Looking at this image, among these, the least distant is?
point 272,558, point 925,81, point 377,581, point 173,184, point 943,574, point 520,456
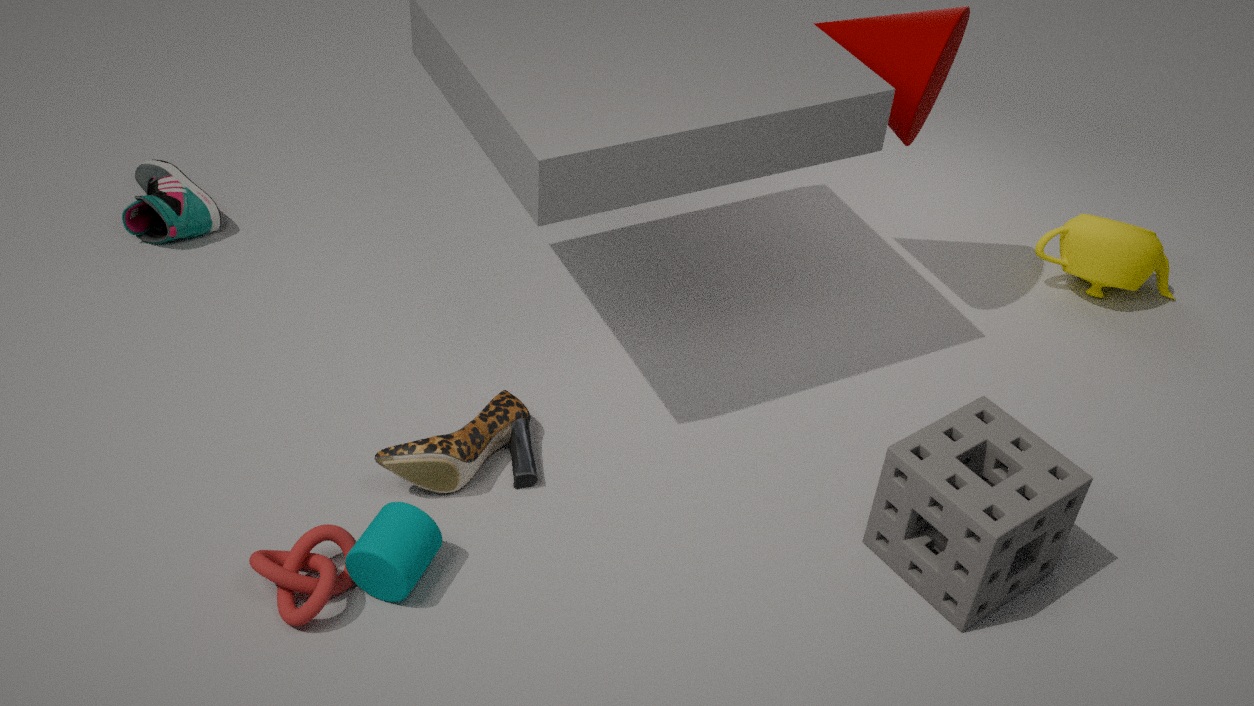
point 377,581
